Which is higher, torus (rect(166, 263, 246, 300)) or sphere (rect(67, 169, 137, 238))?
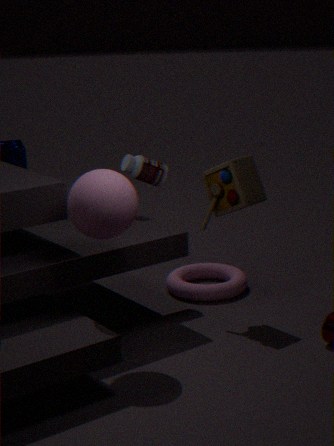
sphere (rect(67, 169, 137, 238))
